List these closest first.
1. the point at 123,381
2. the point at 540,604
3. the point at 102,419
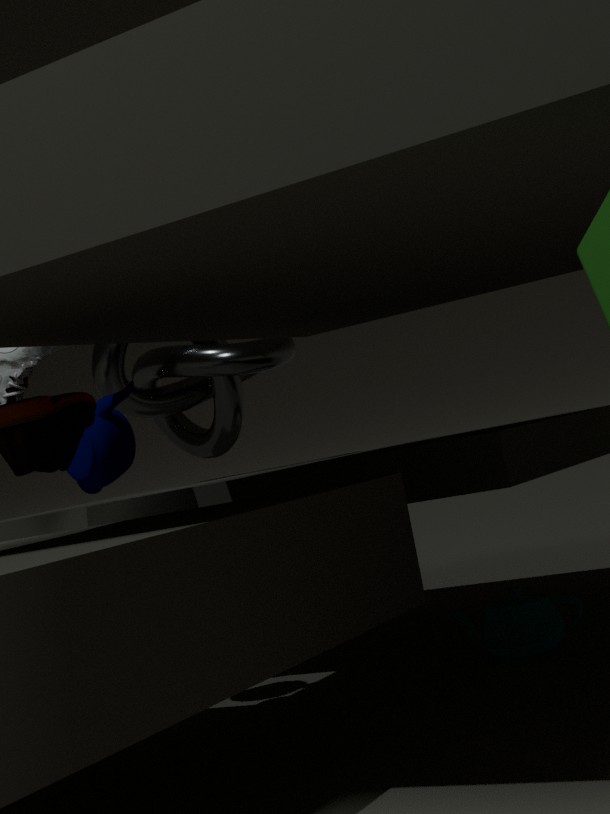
1. the point at 102,419
2. the point at 540,604
3. the point at 123,381
